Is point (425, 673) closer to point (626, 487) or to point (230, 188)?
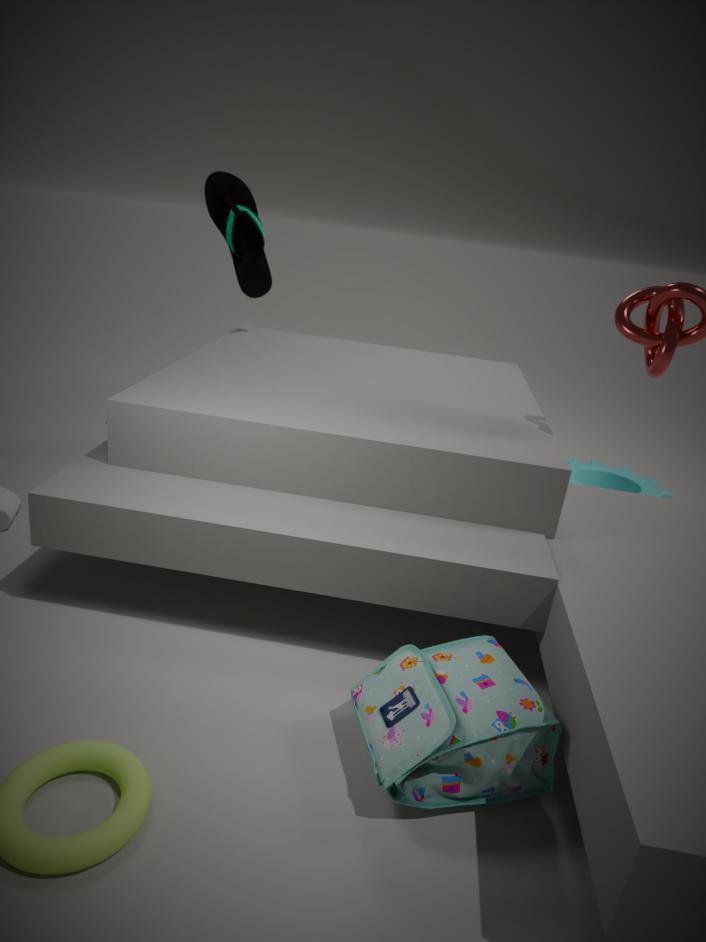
point (626, 487)
